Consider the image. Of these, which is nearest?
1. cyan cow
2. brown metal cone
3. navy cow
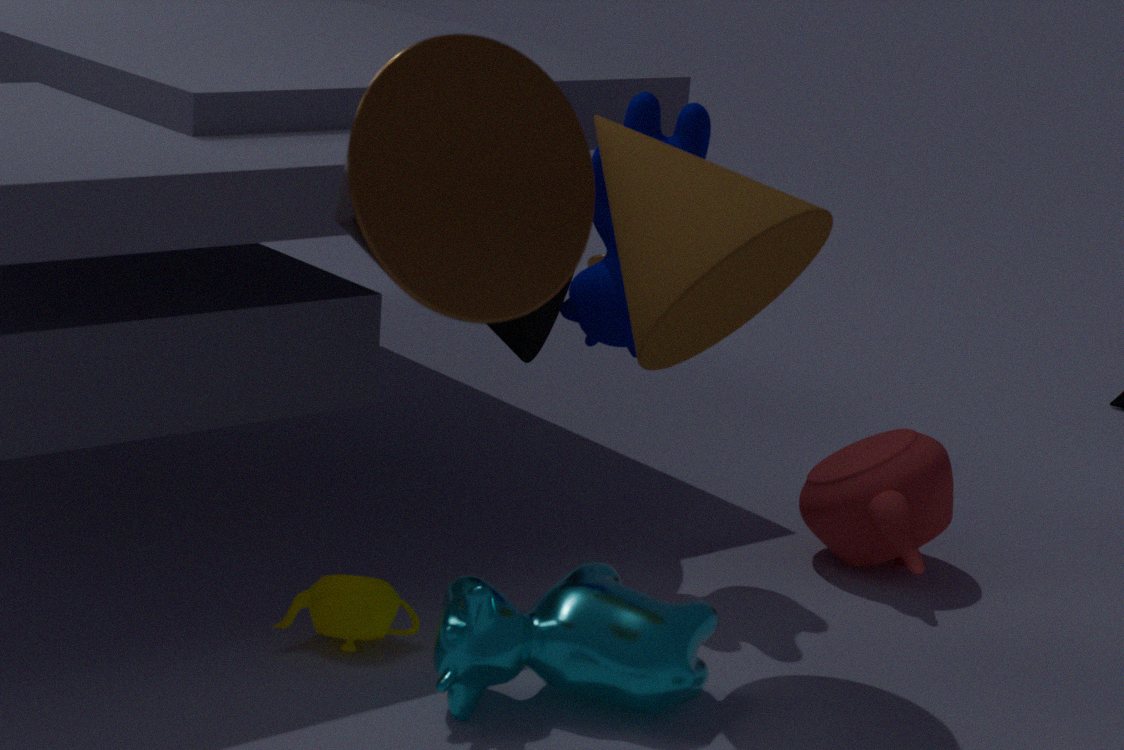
brown metal cone
